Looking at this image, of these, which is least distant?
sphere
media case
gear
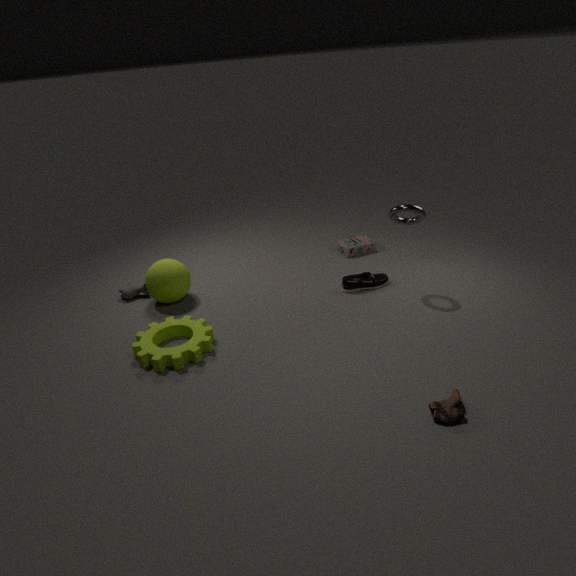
A: gear
